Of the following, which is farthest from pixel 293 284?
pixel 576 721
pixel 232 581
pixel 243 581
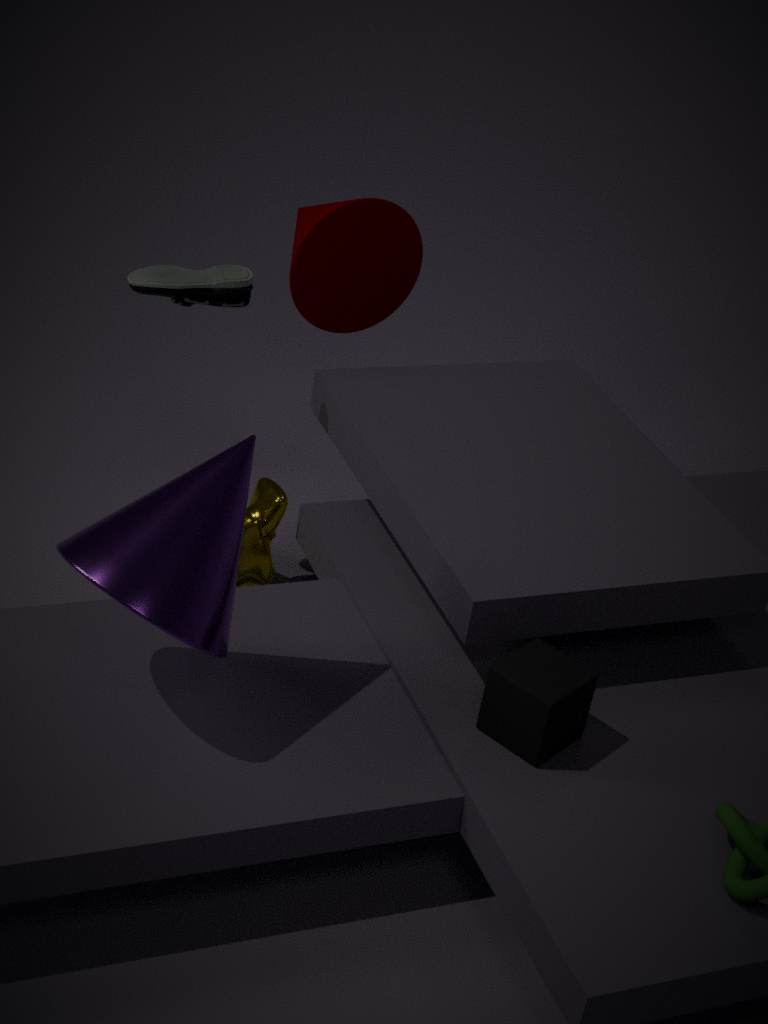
pixel 576 721
